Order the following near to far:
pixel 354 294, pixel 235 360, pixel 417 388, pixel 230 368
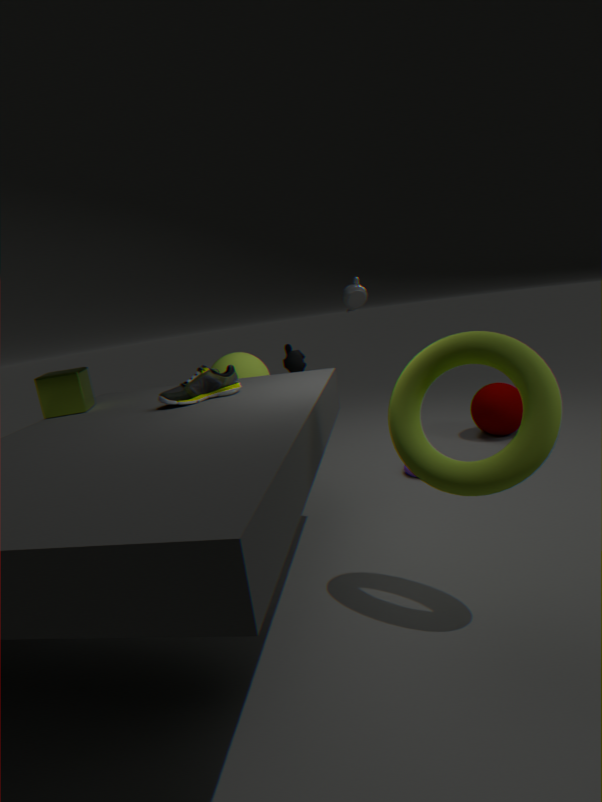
pixel 417 388, pixel 230 368, pixel 235 360, pixel 354 294
